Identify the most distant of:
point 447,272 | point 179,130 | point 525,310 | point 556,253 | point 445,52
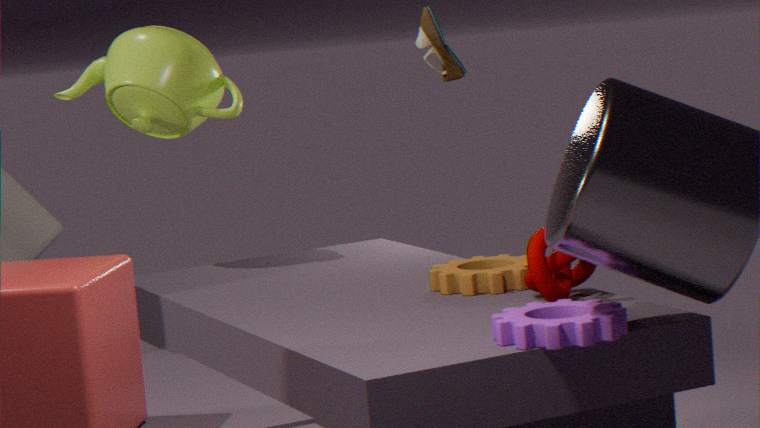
point 179,130
